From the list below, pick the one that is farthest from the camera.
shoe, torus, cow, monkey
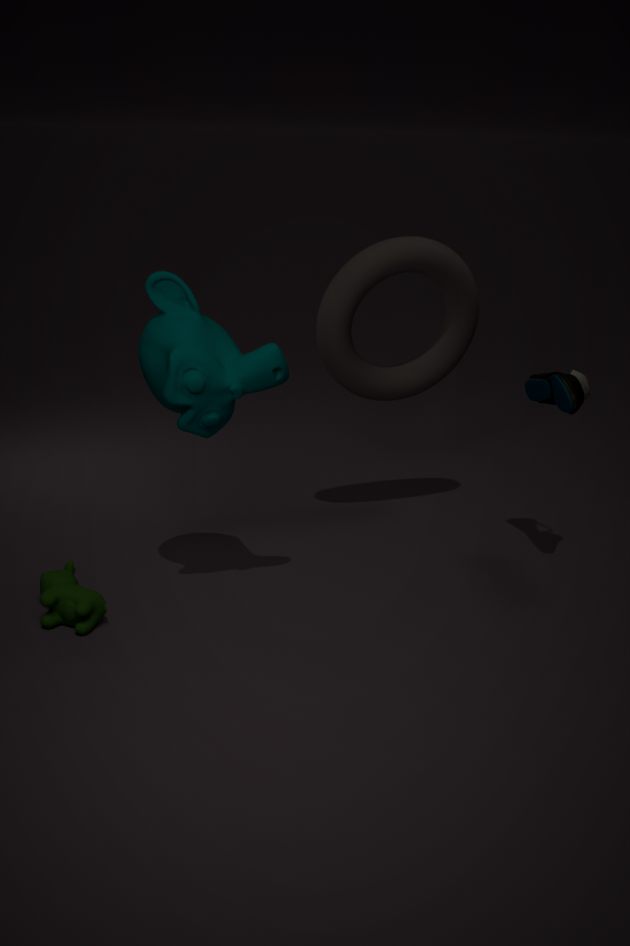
torus
